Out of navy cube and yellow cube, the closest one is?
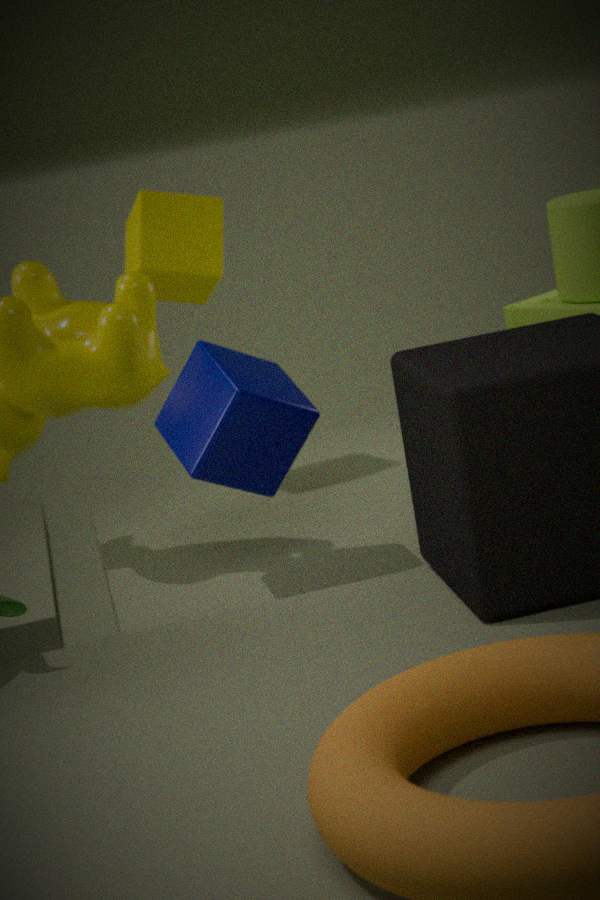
navy cube
